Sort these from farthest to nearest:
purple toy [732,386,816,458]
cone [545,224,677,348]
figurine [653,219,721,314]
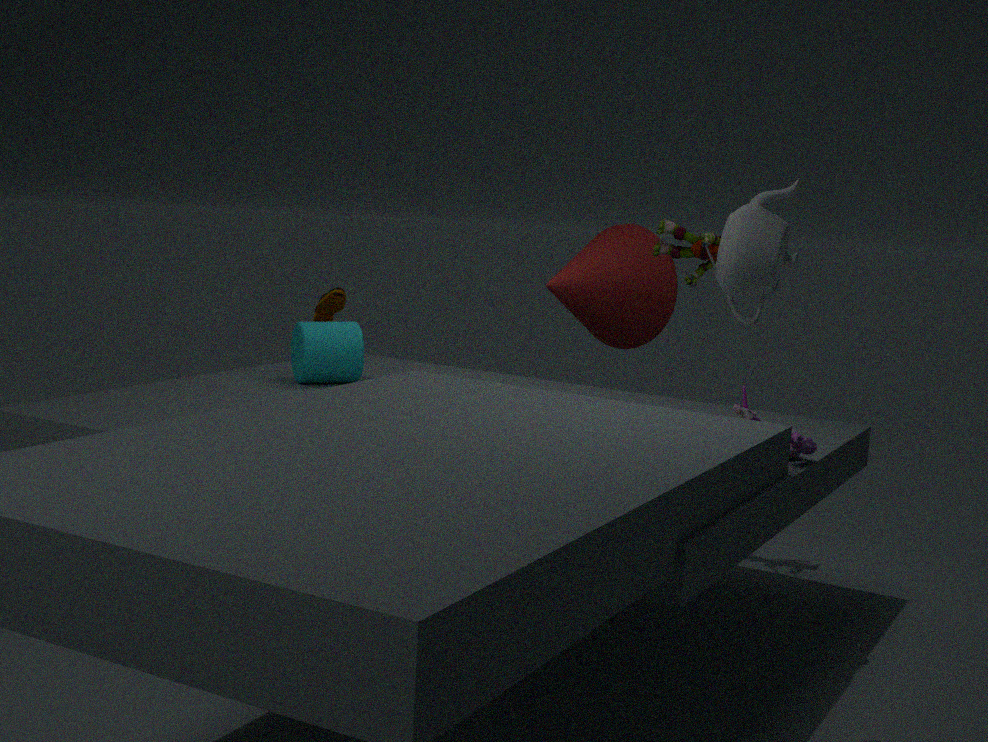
cone [545,224,677,348] → figurine [653,219,721,314] → purple toy [732,386,816,458]
